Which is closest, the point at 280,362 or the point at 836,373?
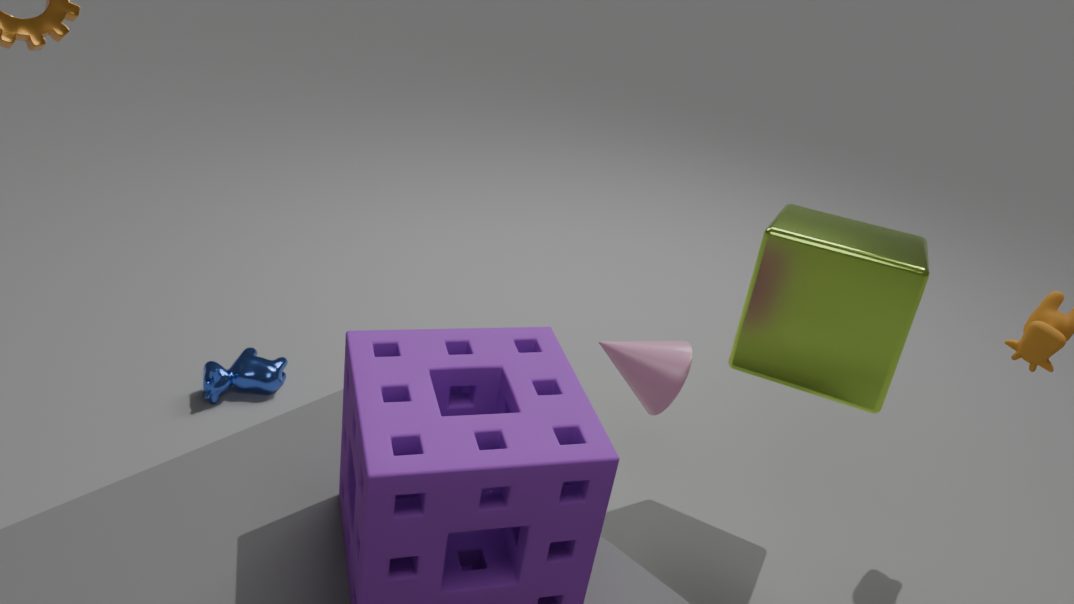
the point at 836,373
